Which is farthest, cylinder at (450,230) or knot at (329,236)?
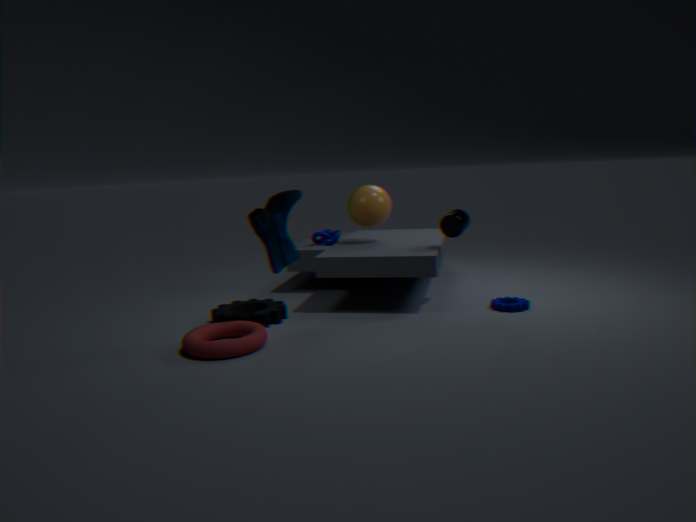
knot at (329,236)
